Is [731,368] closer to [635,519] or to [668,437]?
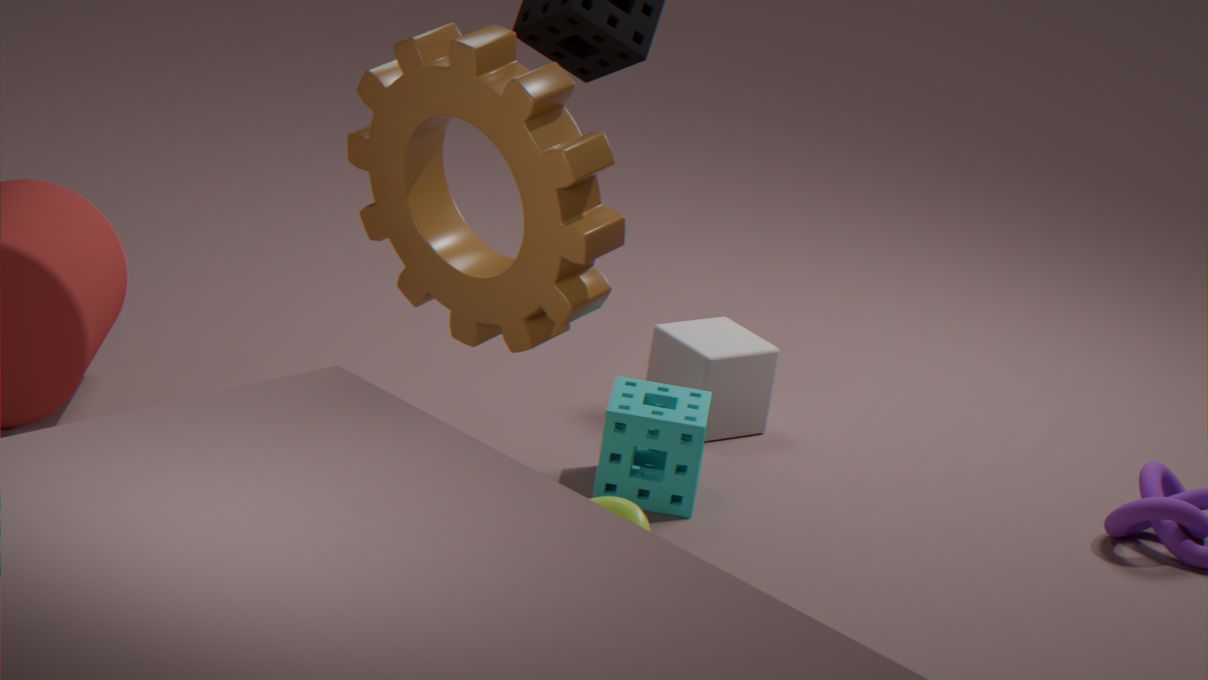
[668,437]
